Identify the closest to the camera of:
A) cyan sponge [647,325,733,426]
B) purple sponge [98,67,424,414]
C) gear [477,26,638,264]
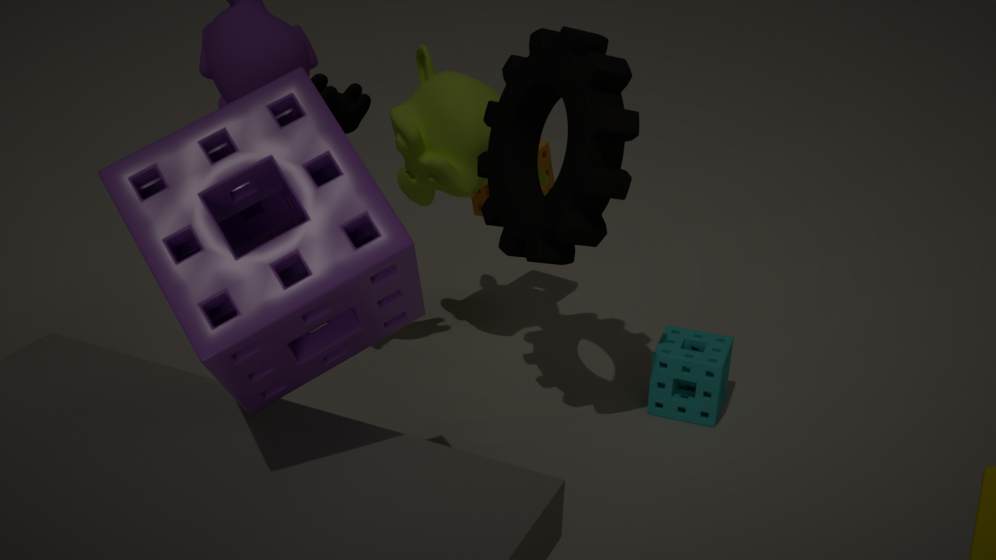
purple sponge [98,67,424,414]
